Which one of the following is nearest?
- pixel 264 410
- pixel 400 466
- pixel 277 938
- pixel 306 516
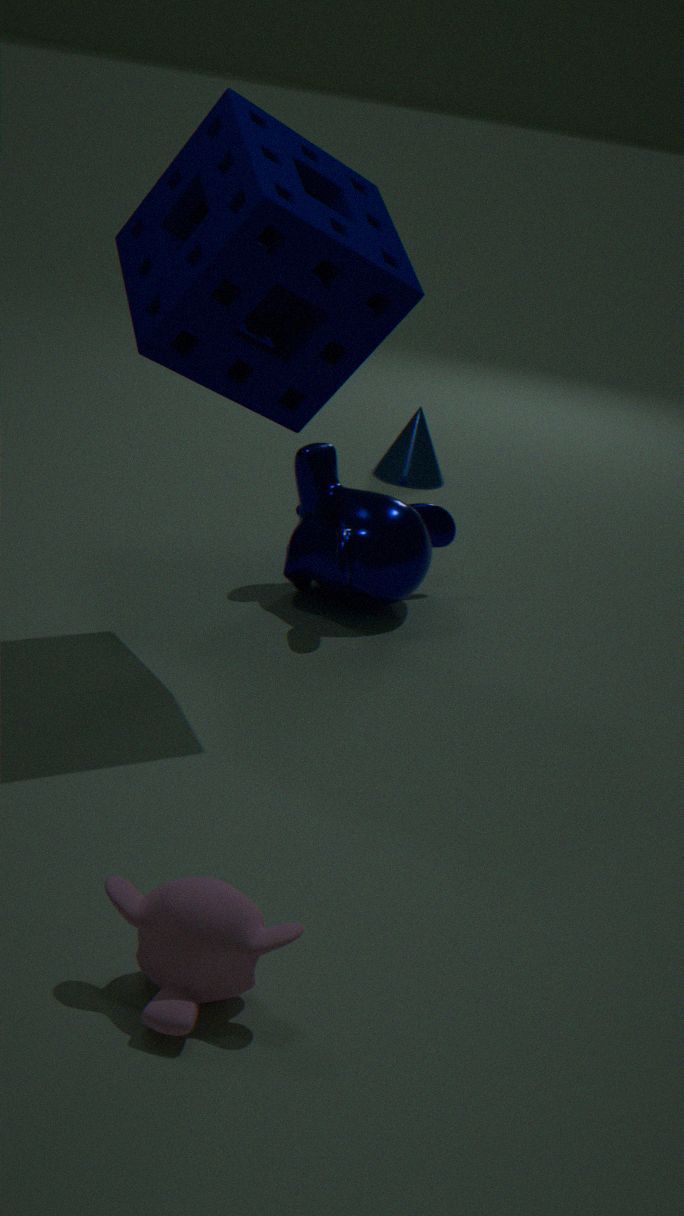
pixel 277 938
